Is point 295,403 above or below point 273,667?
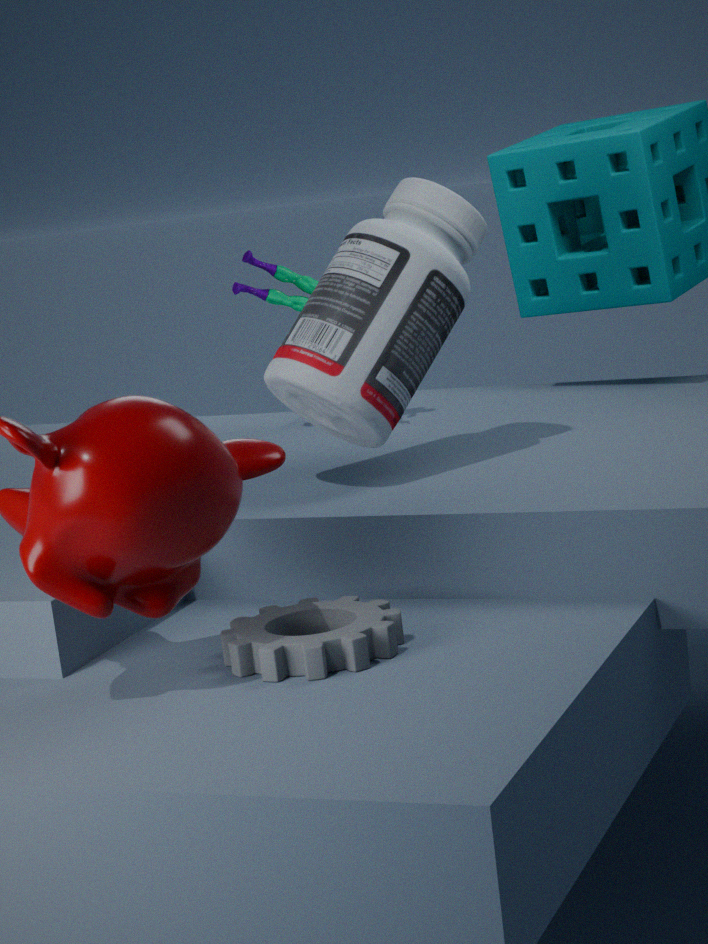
above
